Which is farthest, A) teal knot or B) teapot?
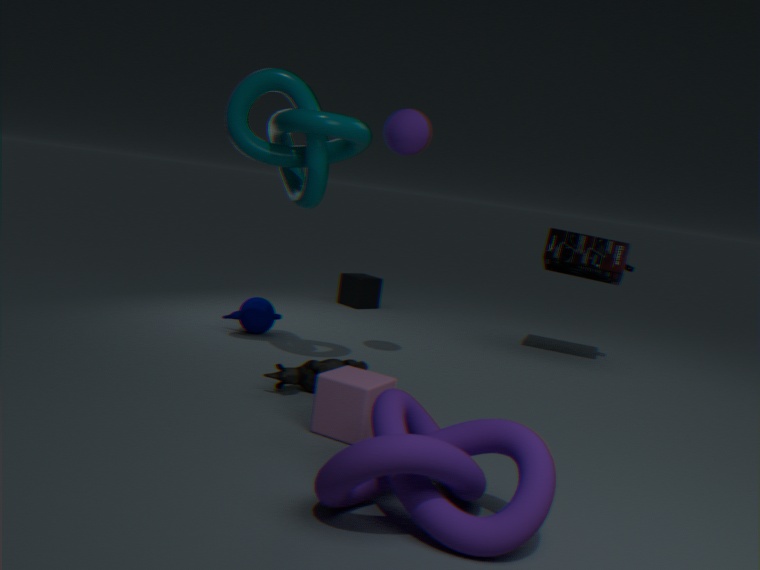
B. teapot
